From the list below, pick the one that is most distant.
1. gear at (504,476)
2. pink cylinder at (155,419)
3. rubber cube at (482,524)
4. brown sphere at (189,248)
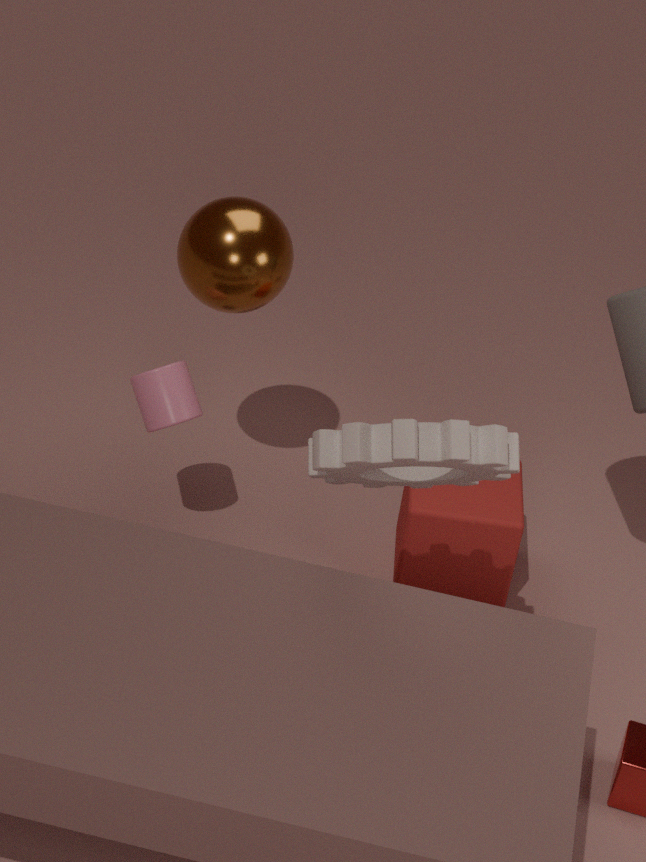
rubber cube at (482,524)
